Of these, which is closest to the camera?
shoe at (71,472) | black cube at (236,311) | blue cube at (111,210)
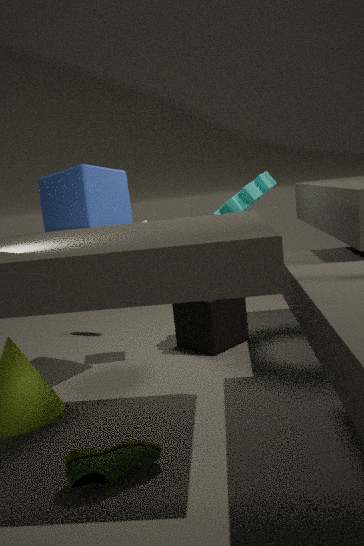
shoe at (71,472)
